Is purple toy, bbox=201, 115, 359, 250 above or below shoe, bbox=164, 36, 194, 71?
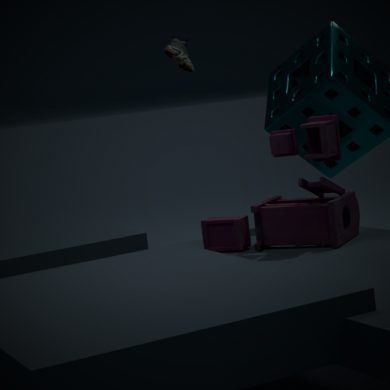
below
